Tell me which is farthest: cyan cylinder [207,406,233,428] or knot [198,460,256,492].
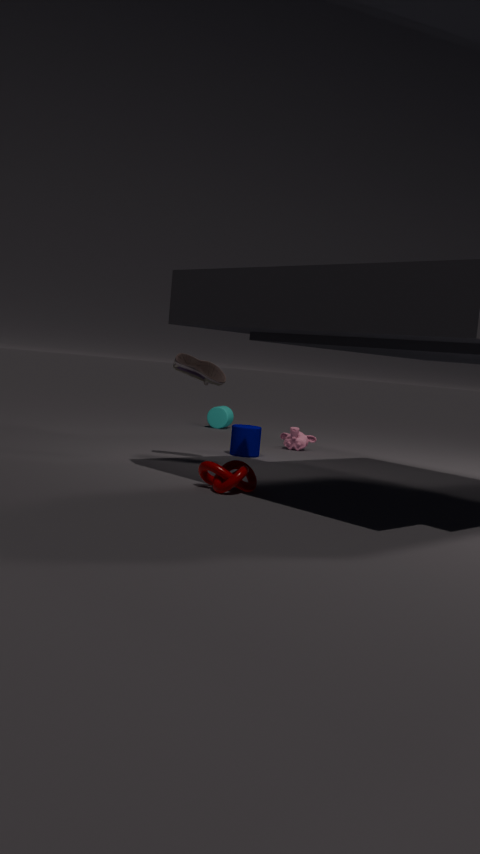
cyan cylinder [207,406,233,428]
